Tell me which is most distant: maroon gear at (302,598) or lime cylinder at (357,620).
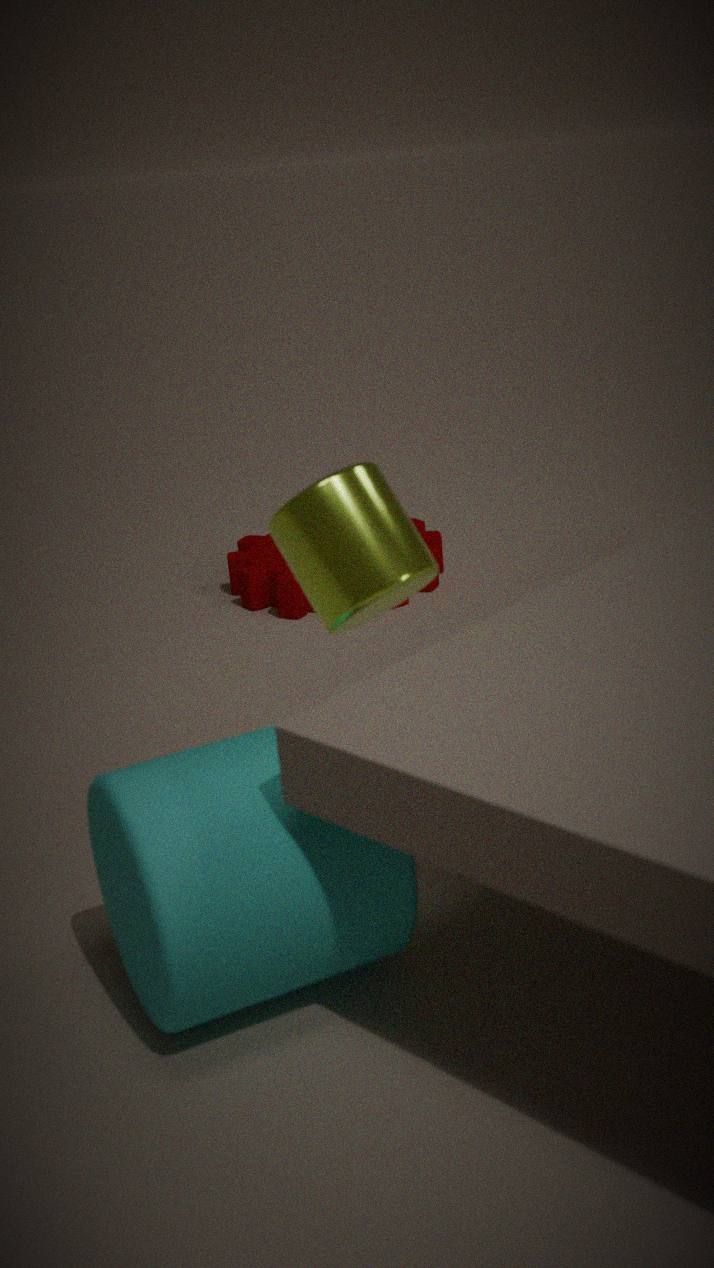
maroon gear at (302,598)
